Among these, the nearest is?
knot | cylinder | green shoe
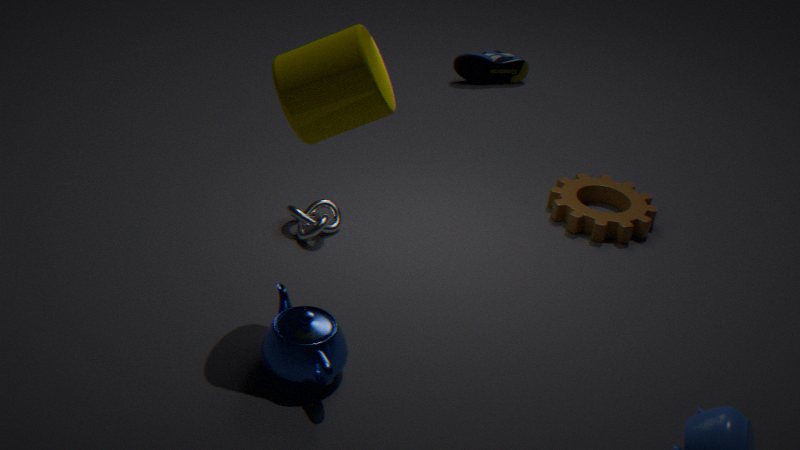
Answer: cylinder
